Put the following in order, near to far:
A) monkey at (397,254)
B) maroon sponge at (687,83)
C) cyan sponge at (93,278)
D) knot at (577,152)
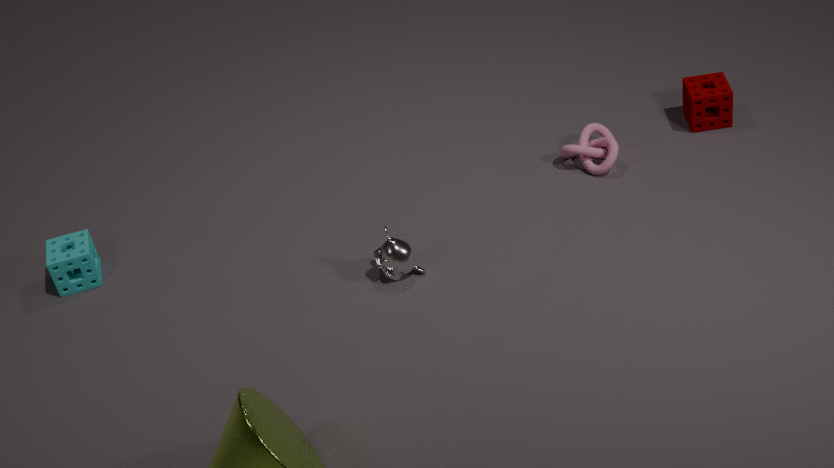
monkey at (397,254) → cyan sponge at (93,278) → knot at (577,152) → maroon sponge at (687,83)
